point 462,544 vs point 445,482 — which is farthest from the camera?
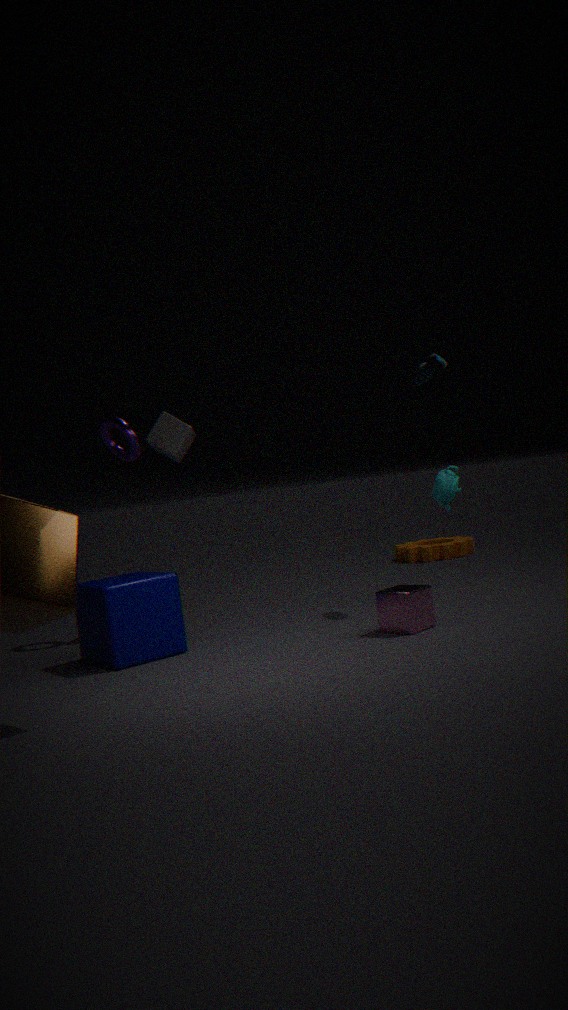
point 462,544
